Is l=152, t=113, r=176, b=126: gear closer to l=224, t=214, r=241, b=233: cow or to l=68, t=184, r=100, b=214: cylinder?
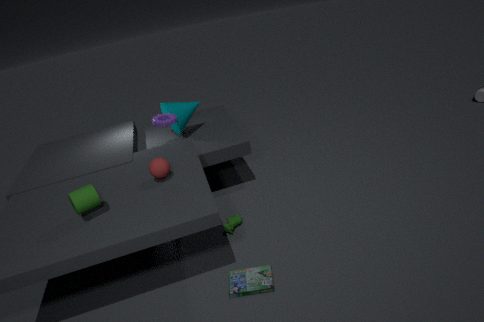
l=224, t=214, r=241, b=233: cow
